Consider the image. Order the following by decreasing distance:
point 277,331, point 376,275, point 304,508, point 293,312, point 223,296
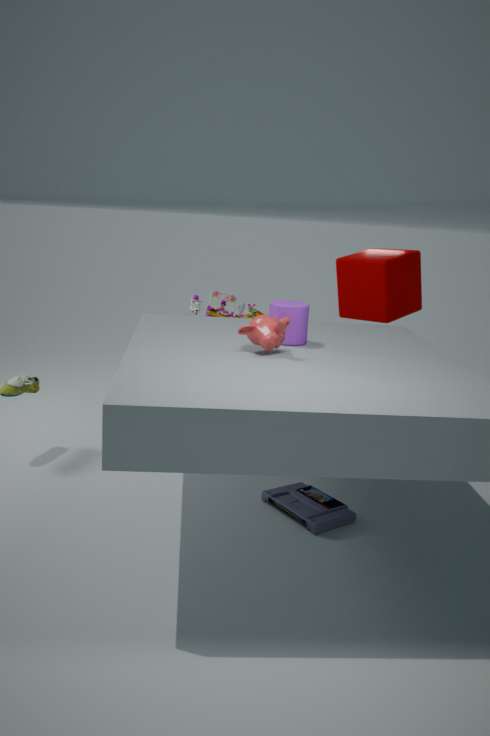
point 223,296
point 376,275
point 304,508
point 293,312
point 277,331
